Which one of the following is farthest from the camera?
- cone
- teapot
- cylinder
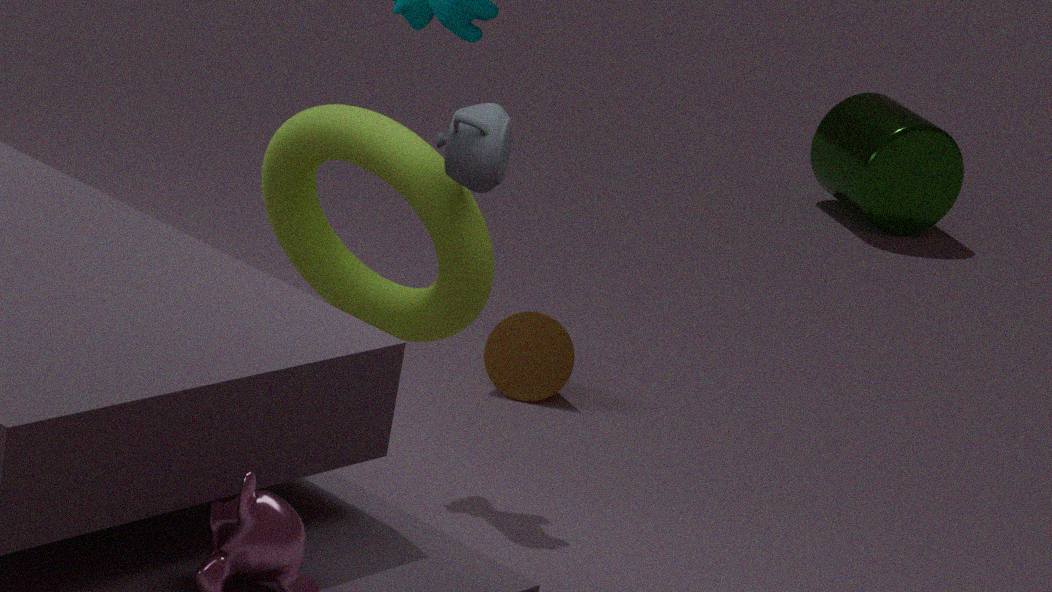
cylinder
